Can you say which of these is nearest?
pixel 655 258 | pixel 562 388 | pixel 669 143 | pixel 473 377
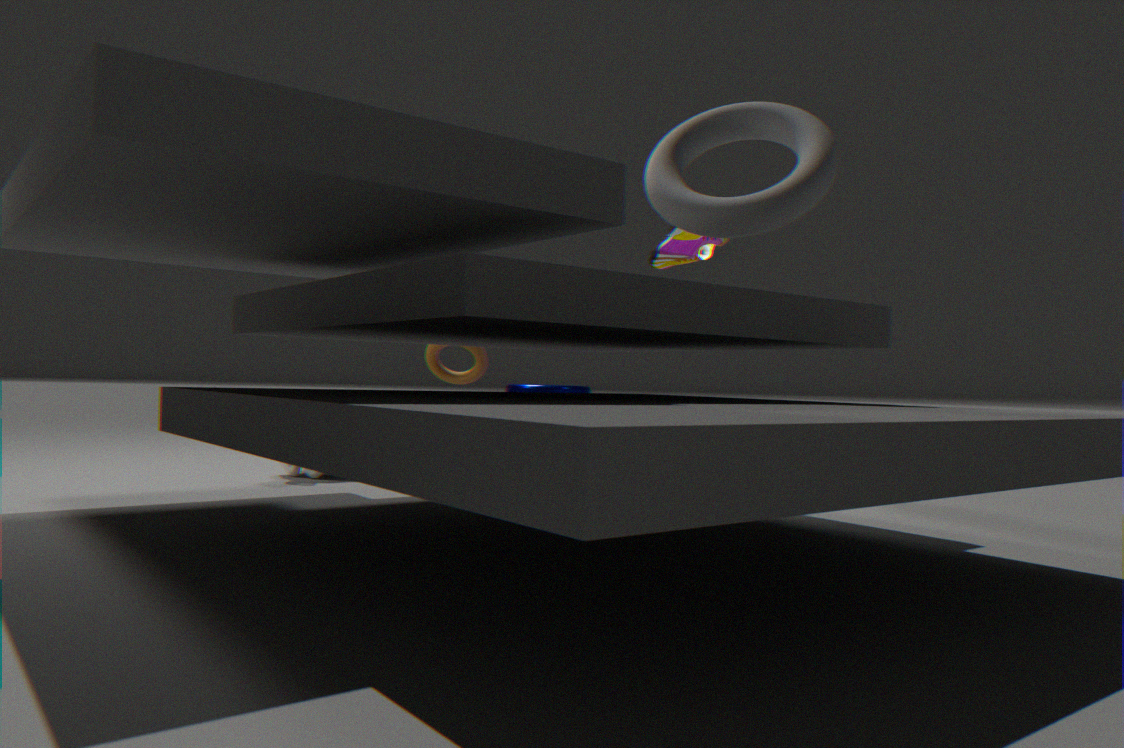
pixel 669 143
